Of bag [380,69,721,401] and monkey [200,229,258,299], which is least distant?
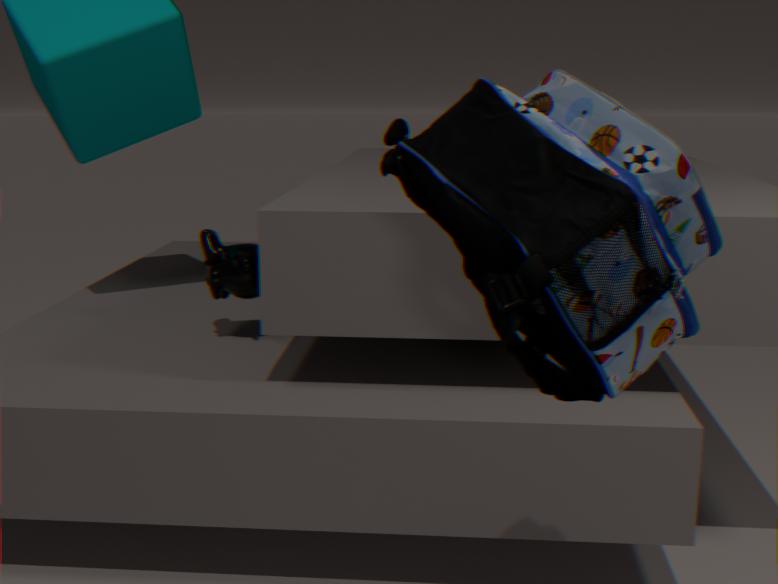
bag [380,69,721,401]
